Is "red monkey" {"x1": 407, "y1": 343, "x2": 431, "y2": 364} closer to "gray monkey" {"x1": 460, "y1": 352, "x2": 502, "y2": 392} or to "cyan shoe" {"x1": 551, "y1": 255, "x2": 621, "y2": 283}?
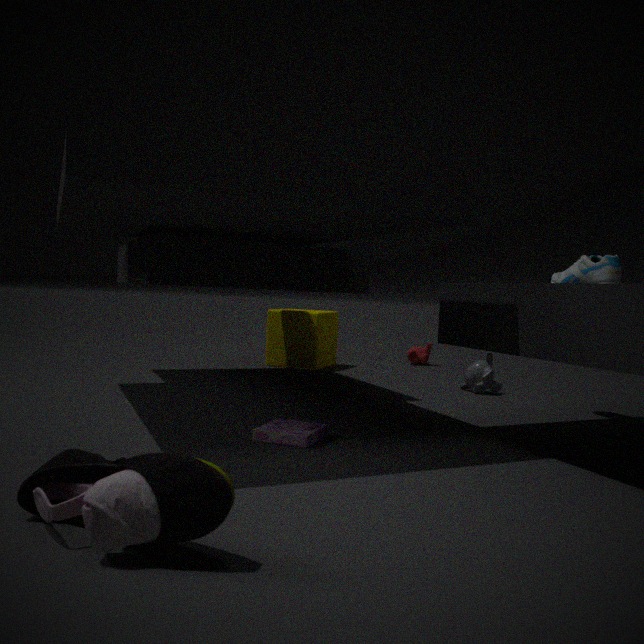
"gray monkey" {"x1": 460, "y1": 352, "x2": 502, "y2": 392}
